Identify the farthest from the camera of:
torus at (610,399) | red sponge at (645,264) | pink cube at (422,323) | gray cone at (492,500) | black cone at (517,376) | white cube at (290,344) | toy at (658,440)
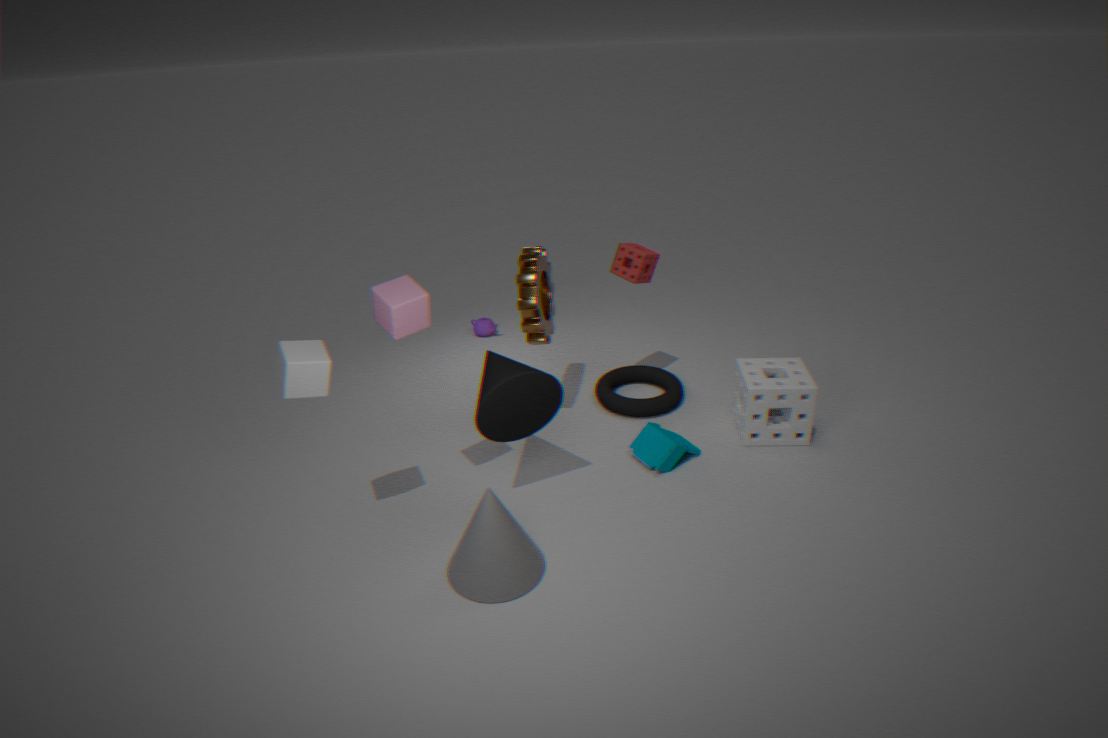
torus at (610,399)
